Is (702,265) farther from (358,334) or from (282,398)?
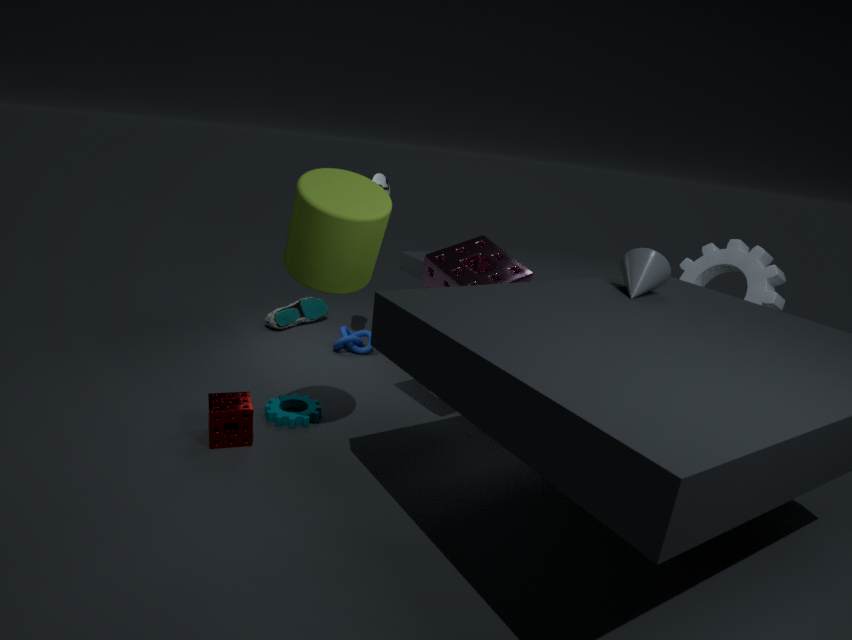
(282,398)
